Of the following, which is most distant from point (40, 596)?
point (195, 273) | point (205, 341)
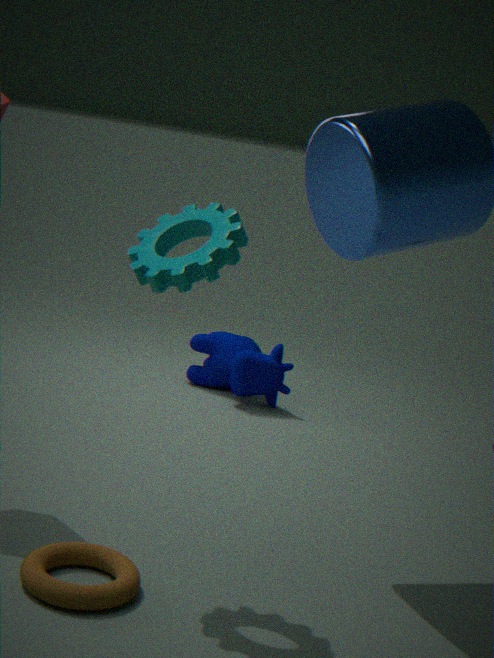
point (205, 341)
